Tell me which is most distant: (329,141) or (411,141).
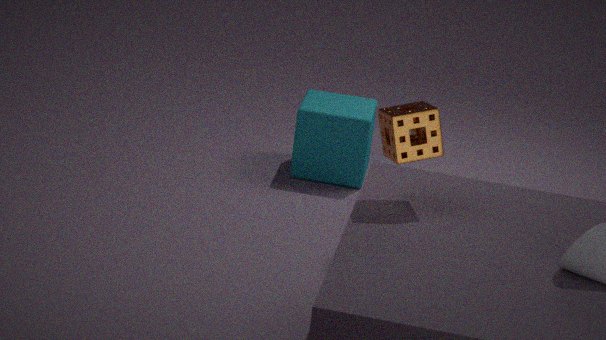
(329,141)
